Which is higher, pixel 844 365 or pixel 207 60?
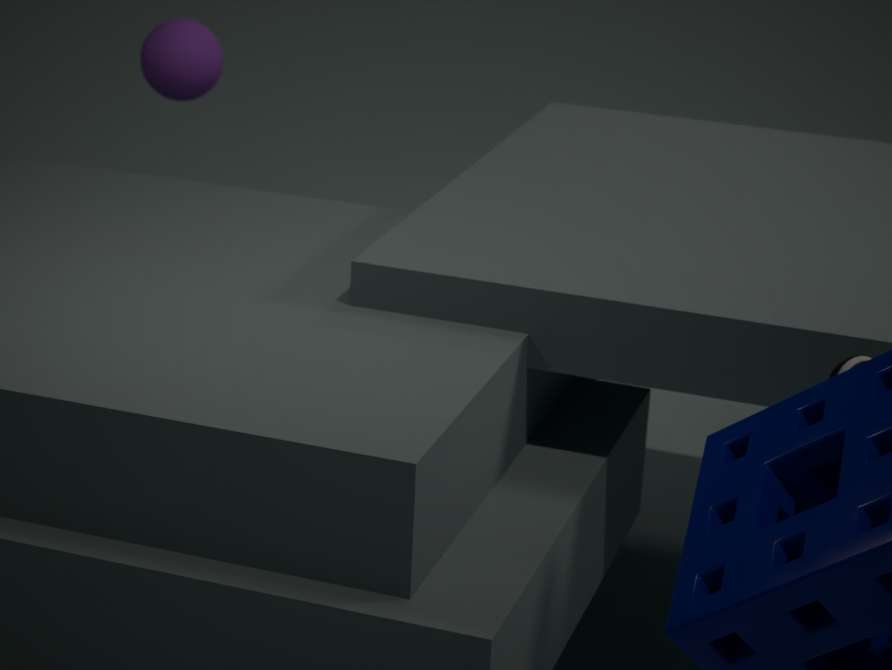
pixel 207 60
